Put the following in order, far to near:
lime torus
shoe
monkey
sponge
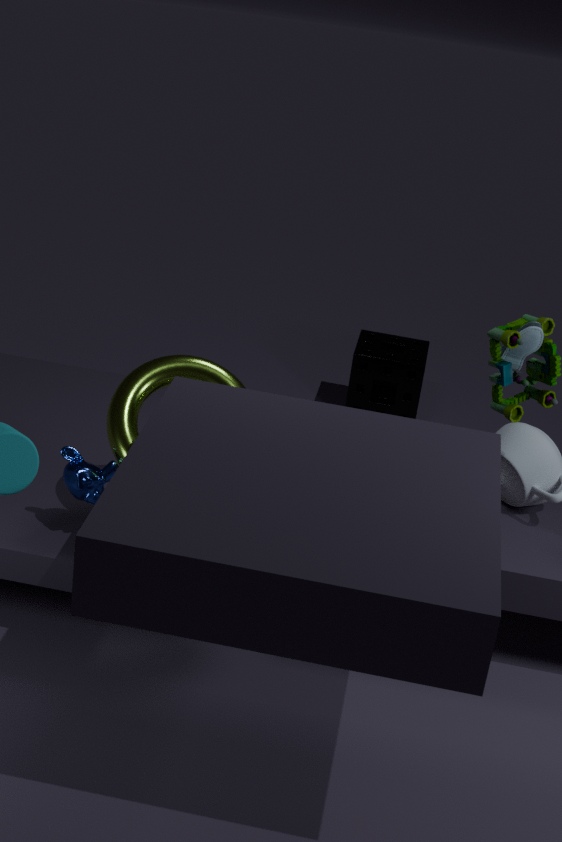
sponge → shoe → lime torus → monkey
